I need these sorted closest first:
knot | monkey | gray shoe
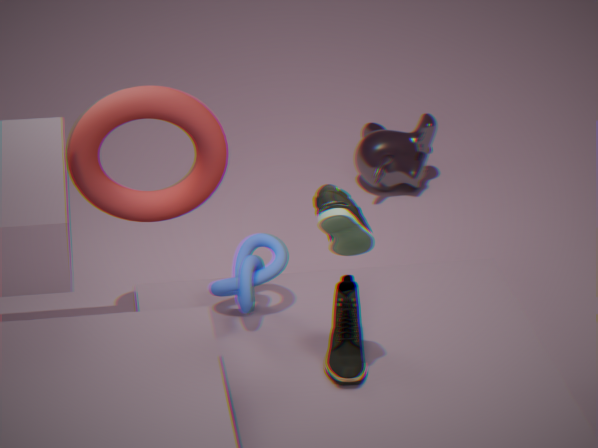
gray shoe < knot < monkey
